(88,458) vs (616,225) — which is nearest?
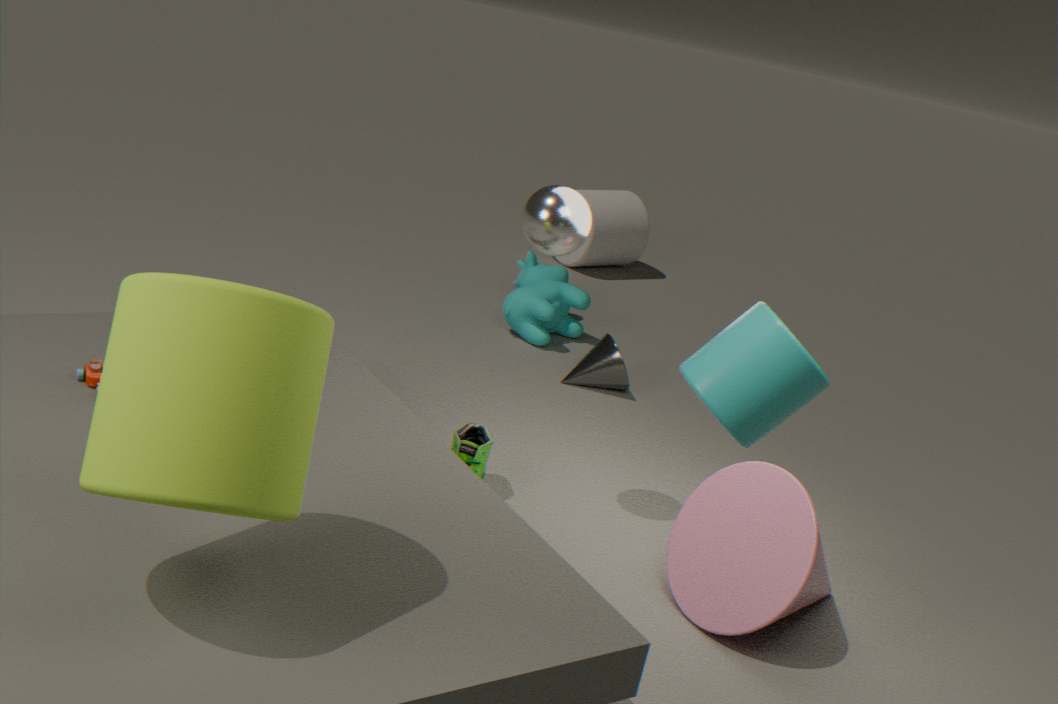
(88,458)
